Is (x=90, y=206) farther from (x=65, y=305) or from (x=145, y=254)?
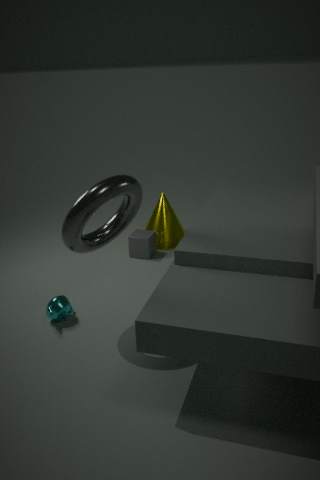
(x=145, y=254)
